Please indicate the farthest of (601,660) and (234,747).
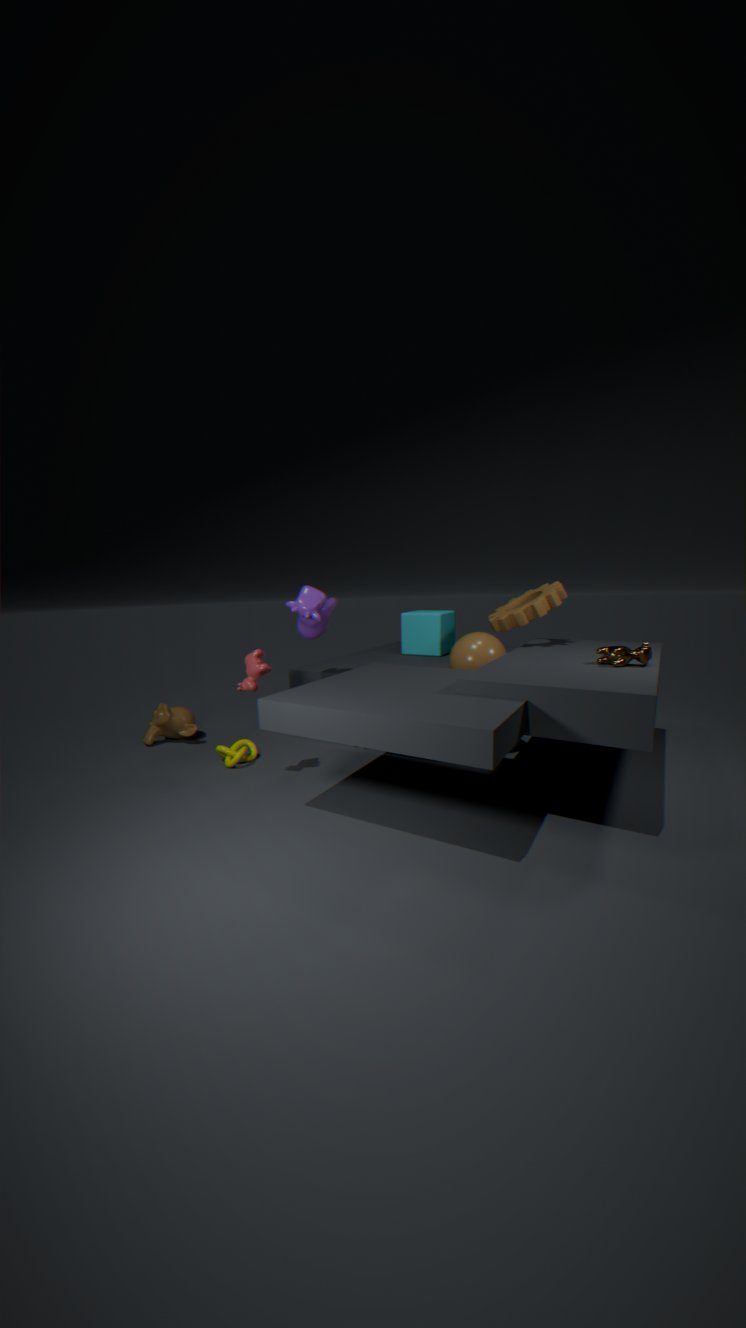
(234,747)
